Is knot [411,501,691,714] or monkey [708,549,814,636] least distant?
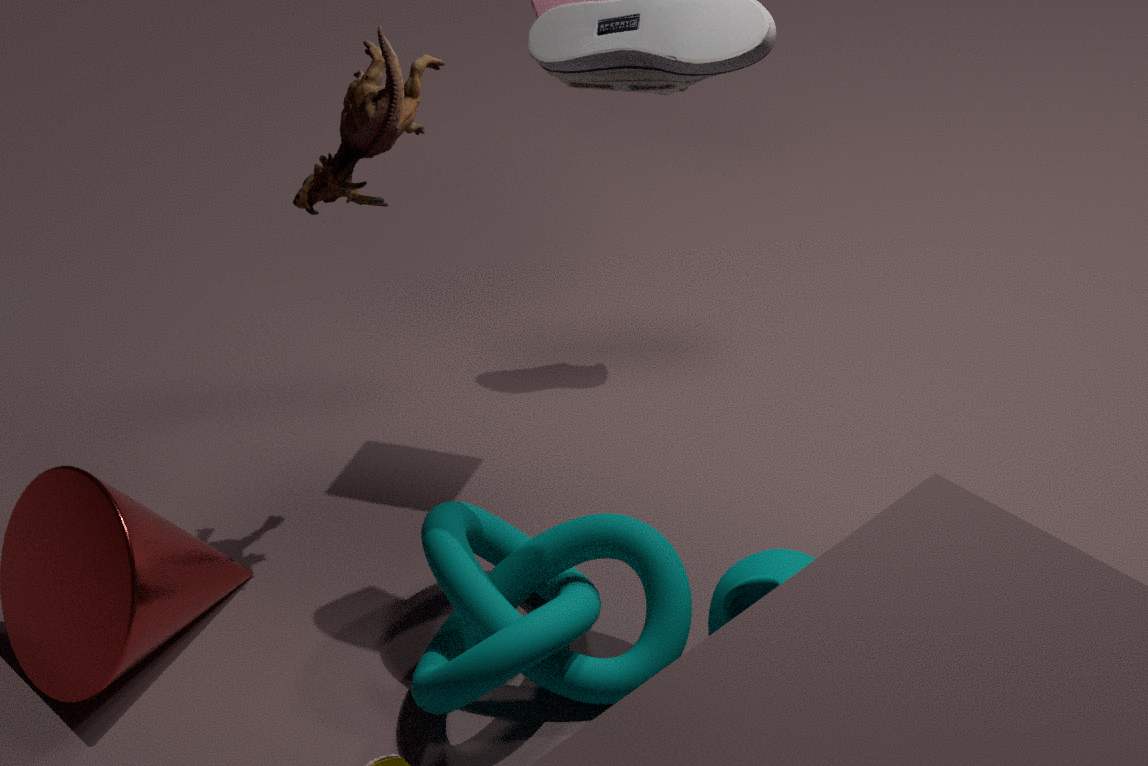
monkey [708,549,814,636]
